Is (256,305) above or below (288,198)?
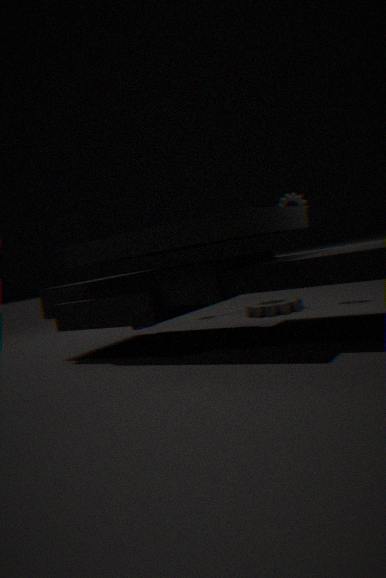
below
